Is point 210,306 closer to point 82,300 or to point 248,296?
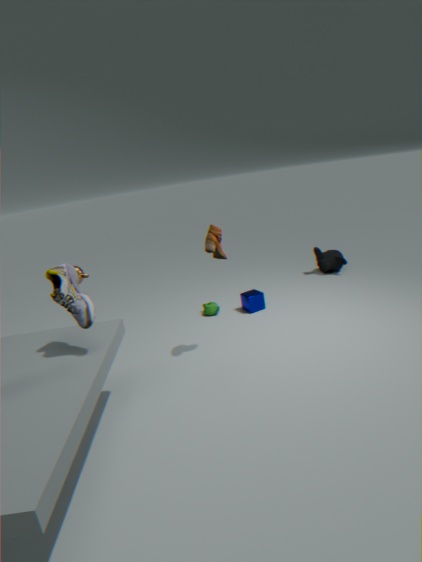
point 248,296
